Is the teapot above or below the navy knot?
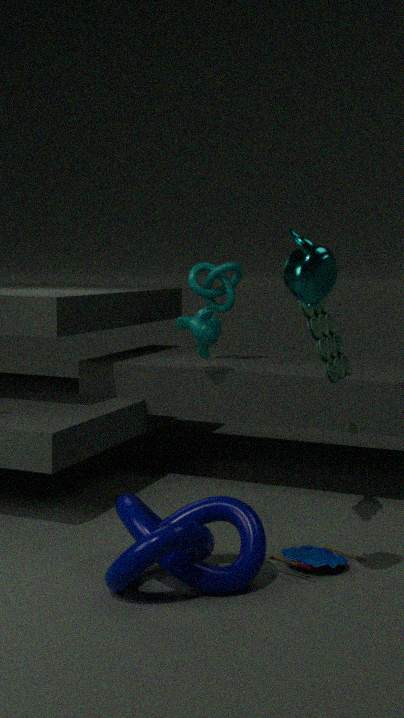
above
